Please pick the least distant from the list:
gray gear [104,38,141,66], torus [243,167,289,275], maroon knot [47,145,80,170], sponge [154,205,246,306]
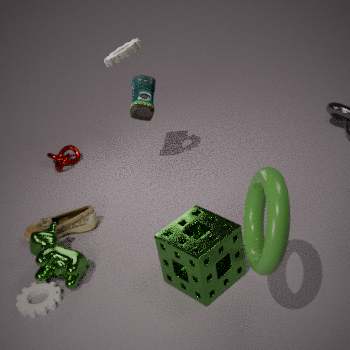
torus [243,167,289,275]
